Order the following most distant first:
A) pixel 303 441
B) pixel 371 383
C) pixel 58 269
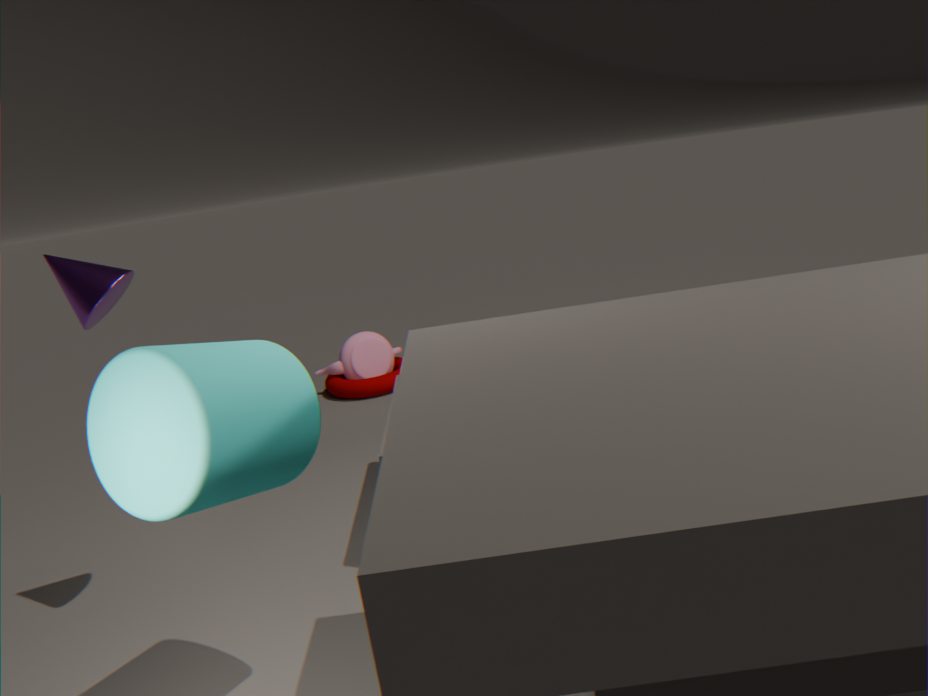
pixel 371 383 < pixel 58 269 < pixel 303 441
